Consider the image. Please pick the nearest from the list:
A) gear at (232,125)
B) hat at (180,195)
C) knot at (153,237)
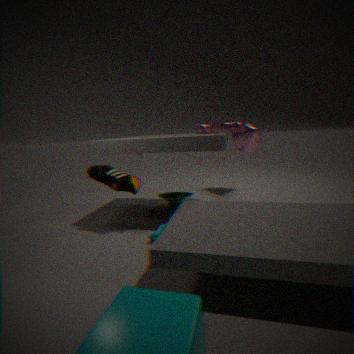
knot at (153,237)
